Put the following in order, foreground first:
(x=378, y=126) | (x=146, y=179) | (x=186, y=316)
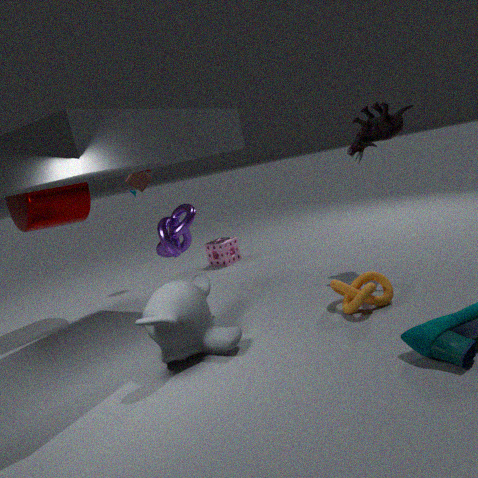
(x=186, y=316), (x=378, y=126), (x=146, y=179)
